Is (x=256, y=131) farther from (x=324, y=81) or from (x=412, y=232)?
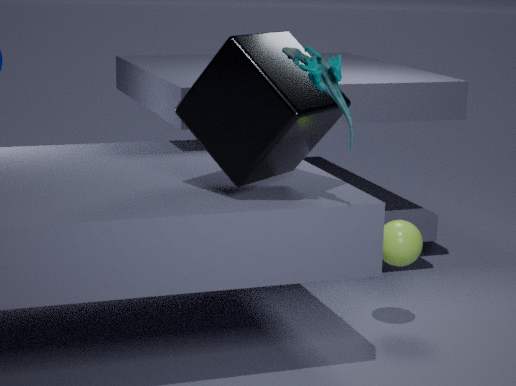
(x=412, y=232)
